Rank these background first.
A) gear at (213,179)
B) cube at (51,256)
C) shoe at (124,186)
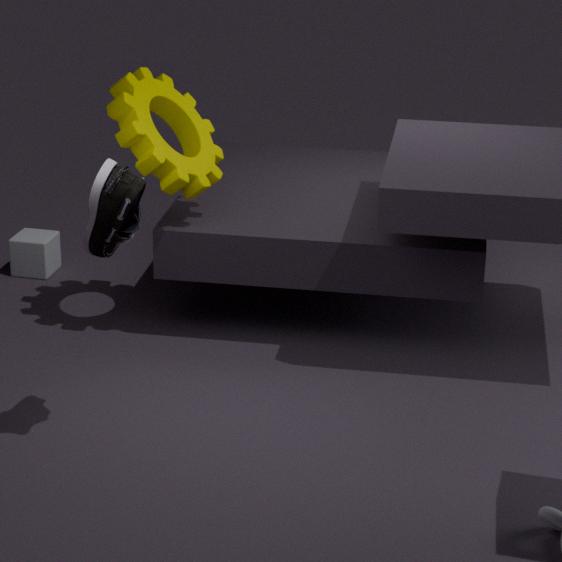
cube at (51,256)
gear at (213,179)
shoe at (124,186)
